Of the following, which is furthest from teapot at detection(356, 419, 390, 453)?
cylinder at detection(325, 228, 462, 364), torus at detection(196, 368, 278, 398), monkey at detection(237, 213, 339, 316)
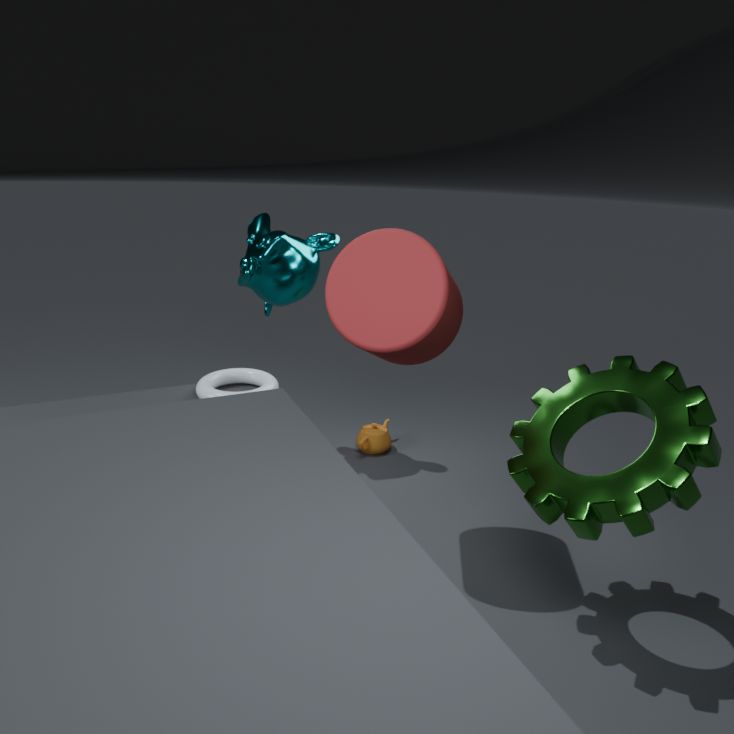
cylinder at detection(325, 228, 462, 364)
